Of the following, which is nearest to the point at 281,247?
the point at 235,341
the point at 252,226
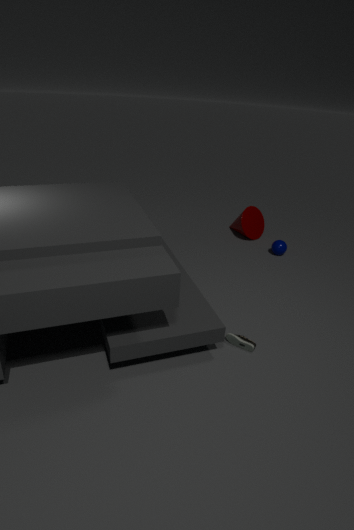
the point at 252,226
